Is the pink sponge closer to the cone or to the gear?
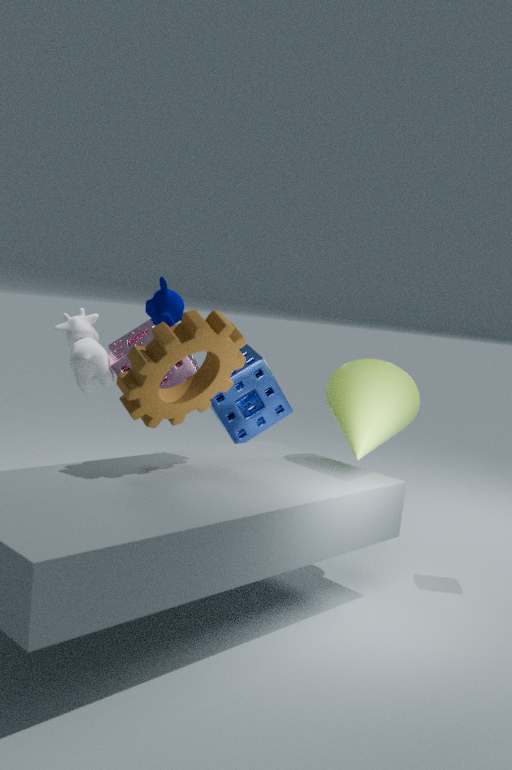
the gear
